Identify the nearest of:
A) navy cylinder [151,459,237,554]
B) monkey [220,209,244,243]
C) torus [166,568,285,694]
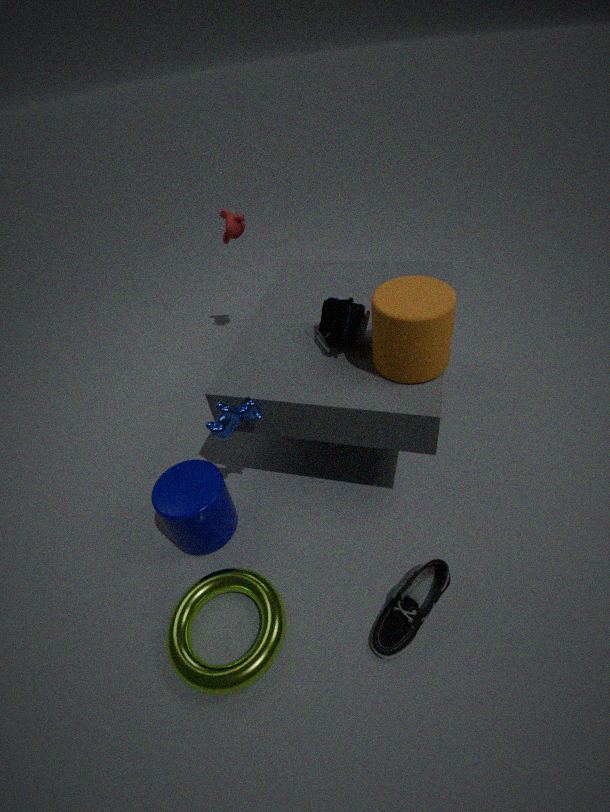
torus [166,568,285,694]
